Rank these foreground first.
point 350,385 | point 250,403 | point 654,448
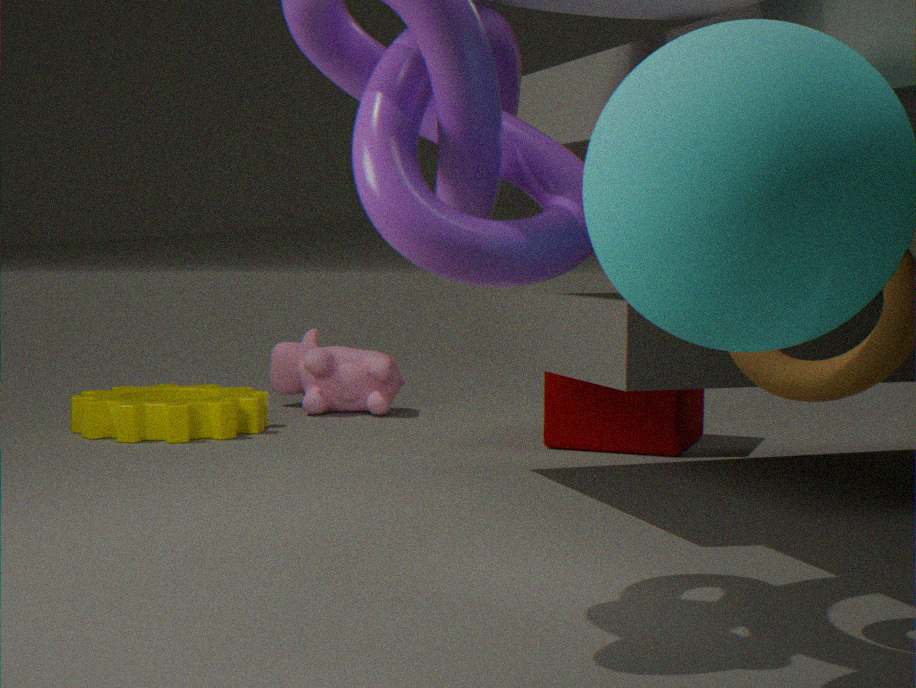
point 654,448 < point 250,403 < point 350,385
